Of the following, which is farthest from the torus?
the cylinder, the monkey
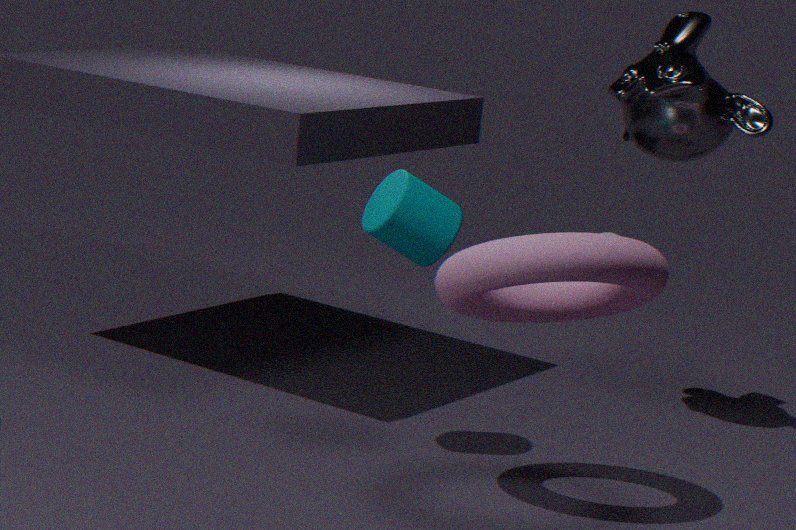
the monkey
